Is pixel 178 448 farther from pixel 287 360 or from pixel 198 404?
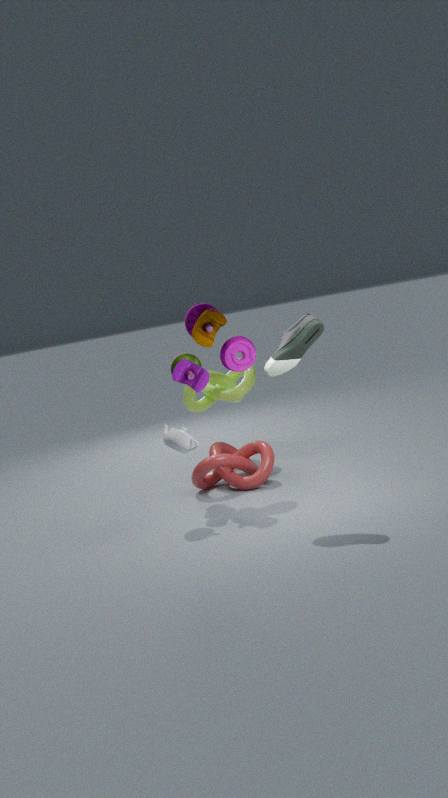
pixel 198 404
